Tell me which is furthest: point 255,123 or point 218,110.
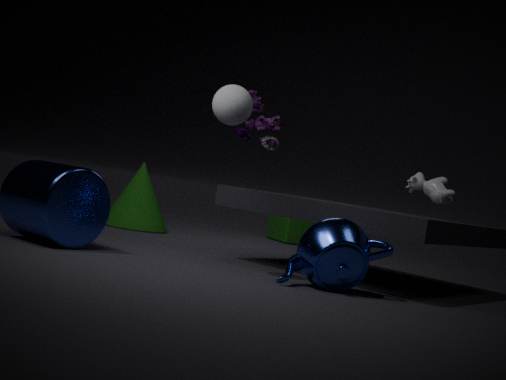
point 255,123
